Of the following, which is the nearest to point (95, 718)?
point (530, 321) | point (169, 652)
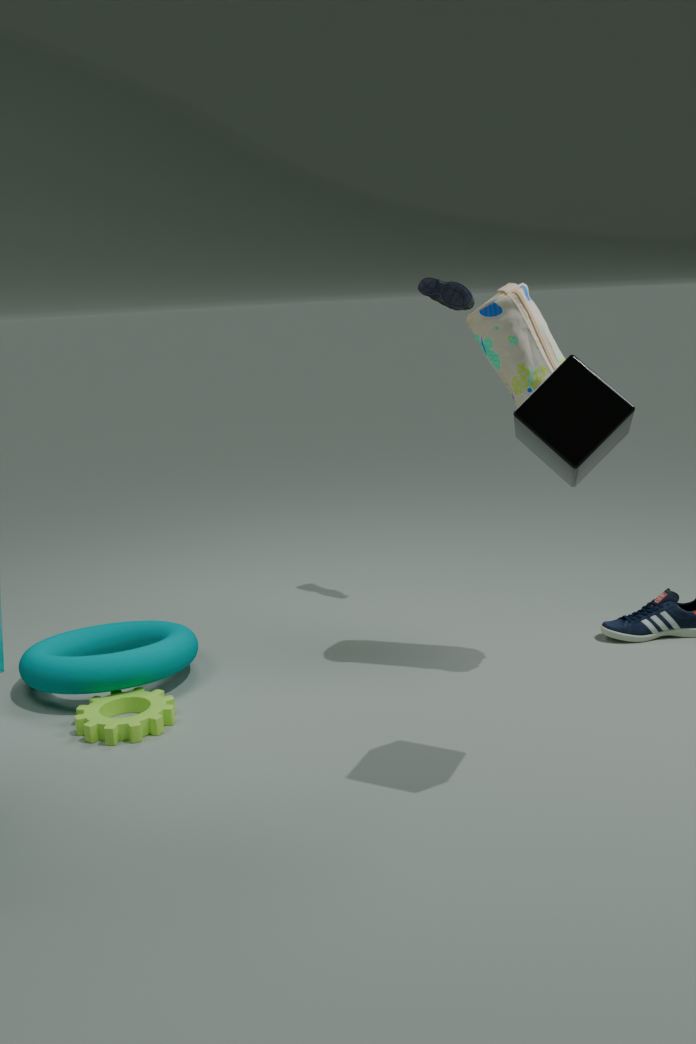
point (169, 652)
